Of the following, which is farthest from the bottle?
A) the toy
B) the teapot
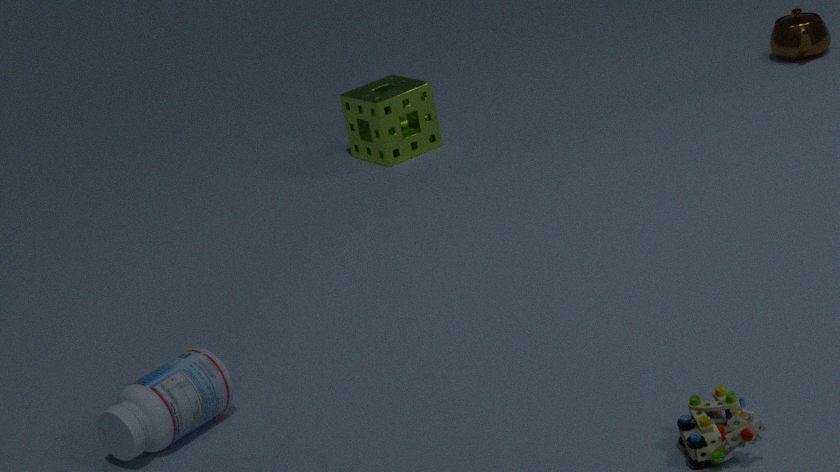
the teapot
